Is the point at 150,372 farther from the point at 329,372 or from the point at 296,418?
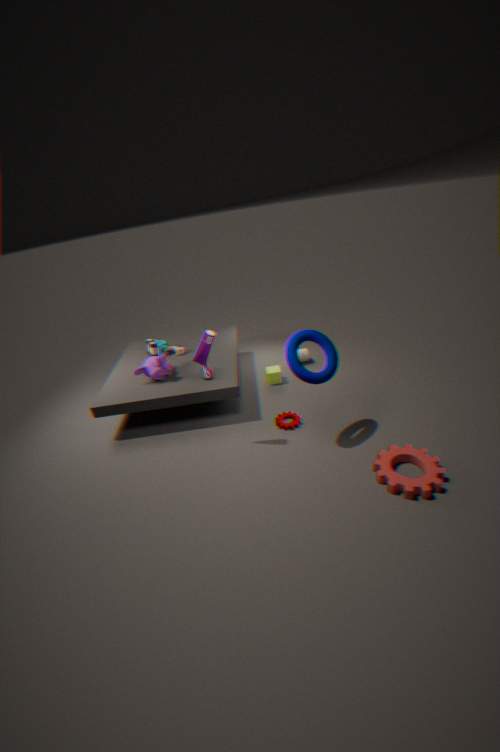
the point at 329,372
